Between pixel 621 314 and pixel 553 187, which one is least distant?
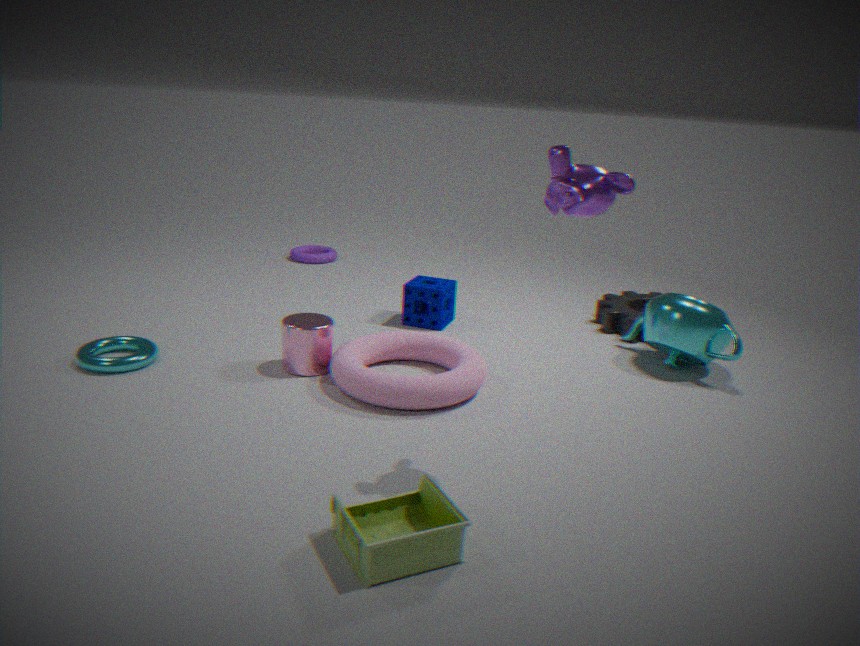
pixel 553 187
